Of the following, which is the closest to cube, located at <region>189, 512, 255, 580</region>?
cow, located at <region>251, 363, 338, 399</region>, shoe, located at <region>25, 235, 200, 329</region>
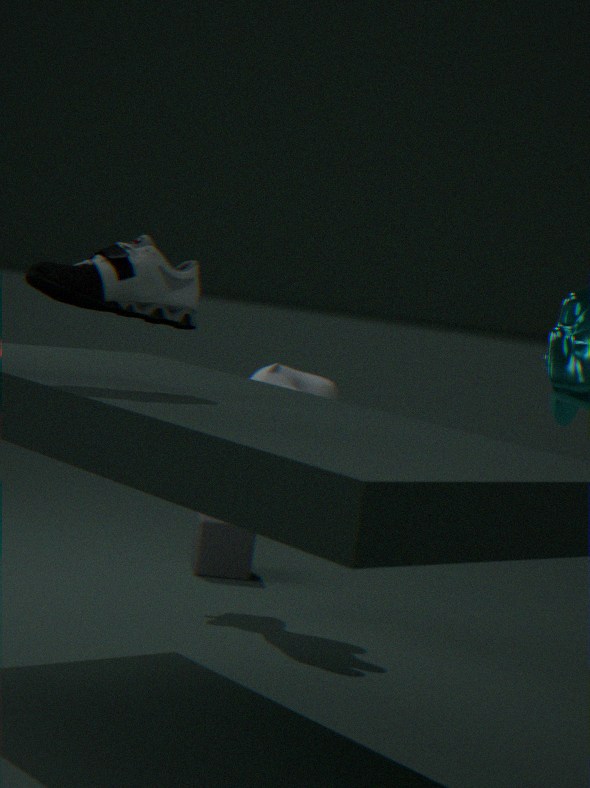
cow, located at <region>251, 363, 338, 399</region>
